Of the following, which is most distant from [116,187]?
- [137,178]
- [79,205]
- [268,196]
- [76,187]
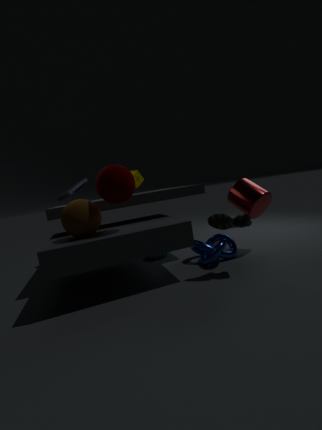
[76,187]
